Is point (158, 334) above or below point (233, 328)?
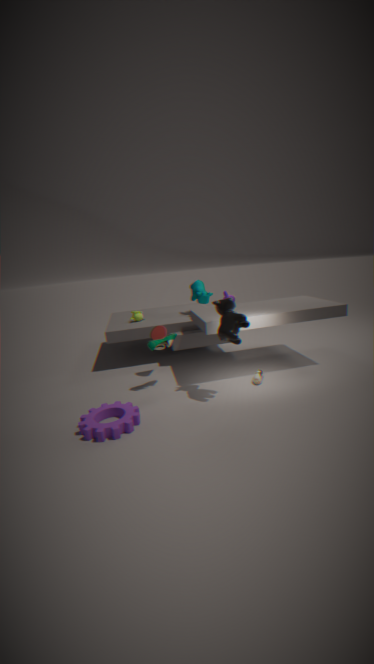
below
